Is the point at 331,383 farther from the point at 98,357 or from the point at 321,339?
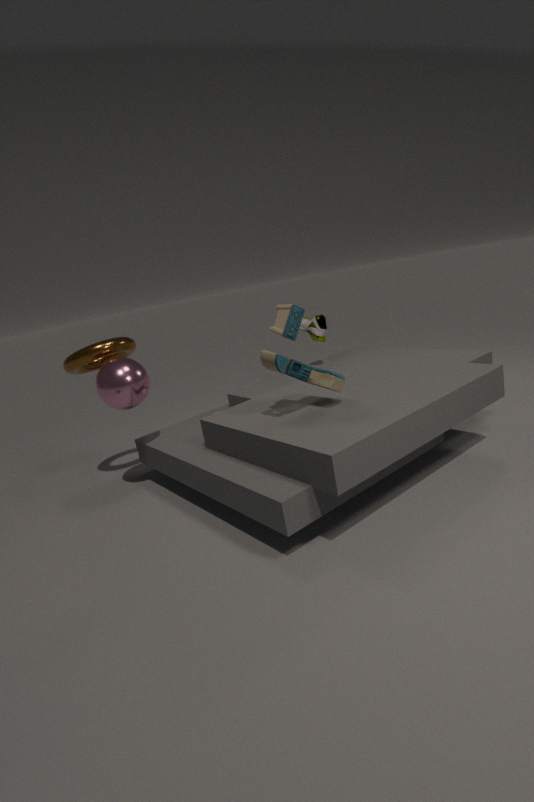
the point at 98,357
